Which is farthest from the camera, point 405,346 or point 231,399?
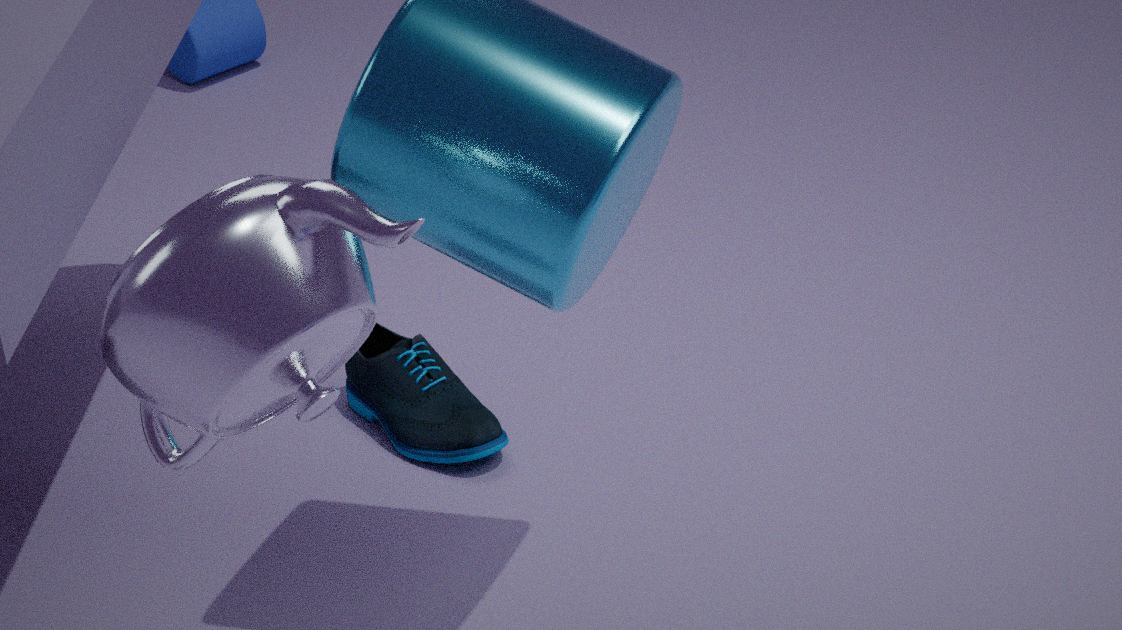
point 405,346
